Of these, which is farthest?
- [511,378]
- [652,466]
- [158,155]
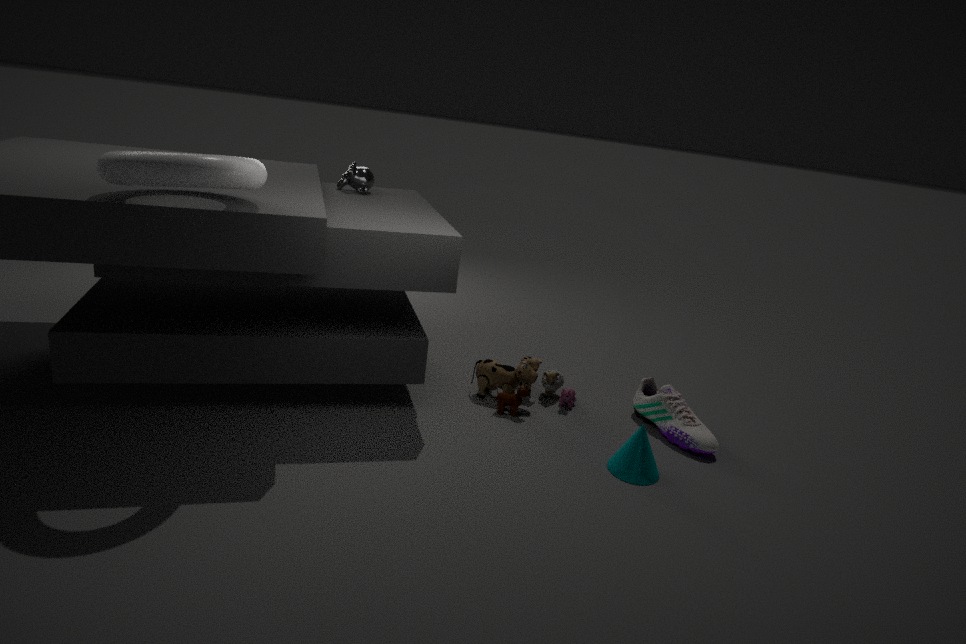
[511,378]
